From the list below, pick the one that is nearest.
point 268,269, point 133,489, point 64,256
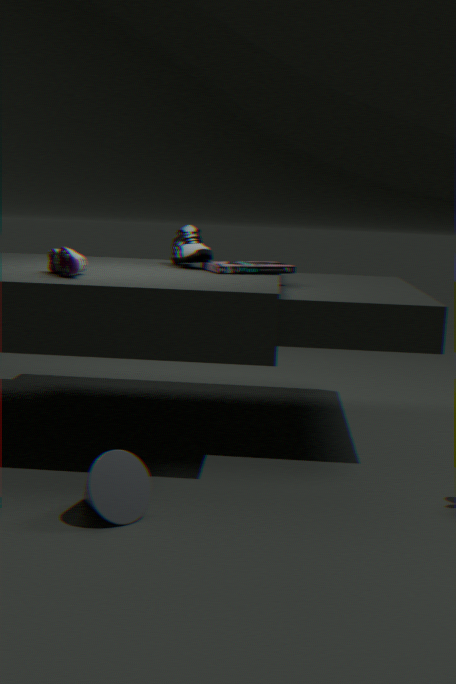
point 133,489
